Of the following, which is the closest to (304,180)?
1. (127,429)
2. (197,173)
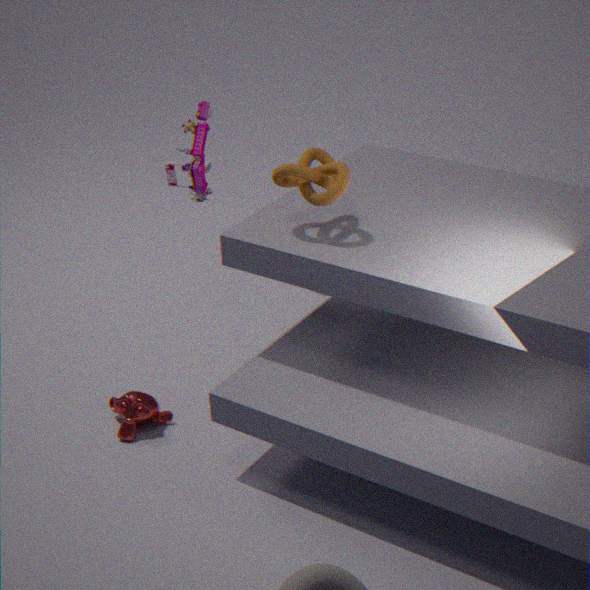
(197,173)
